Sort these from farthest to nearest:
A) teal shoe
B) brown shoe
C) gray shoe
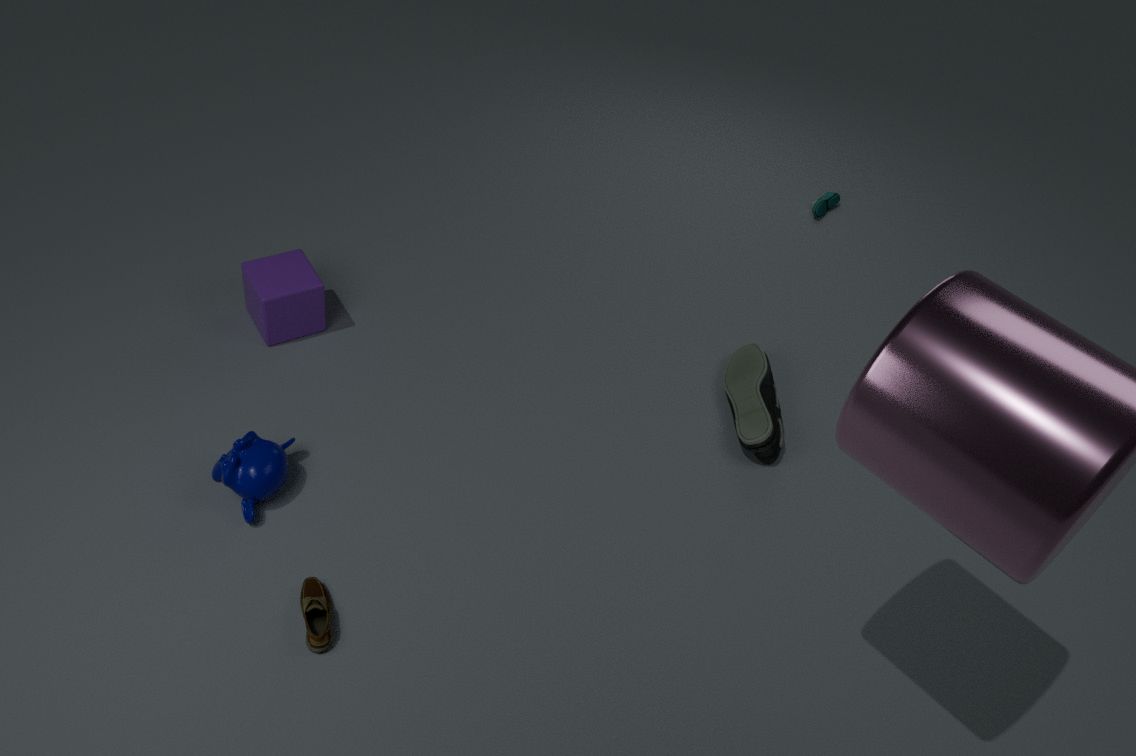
A: 1. teal shoe
2. gray shoe
3. brown shoe
